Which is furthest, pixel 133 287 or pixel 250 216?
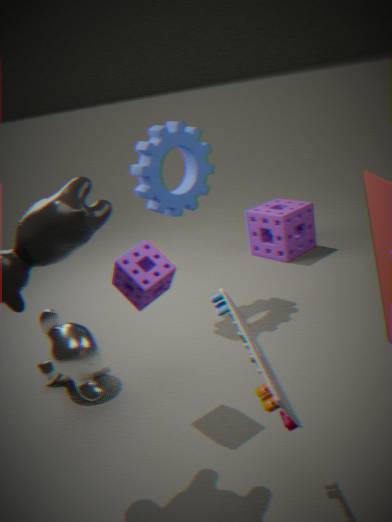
pixel 250 216
